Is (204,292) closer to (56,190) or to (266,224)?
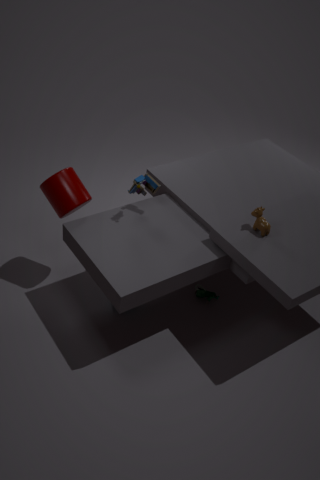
(266,224)
